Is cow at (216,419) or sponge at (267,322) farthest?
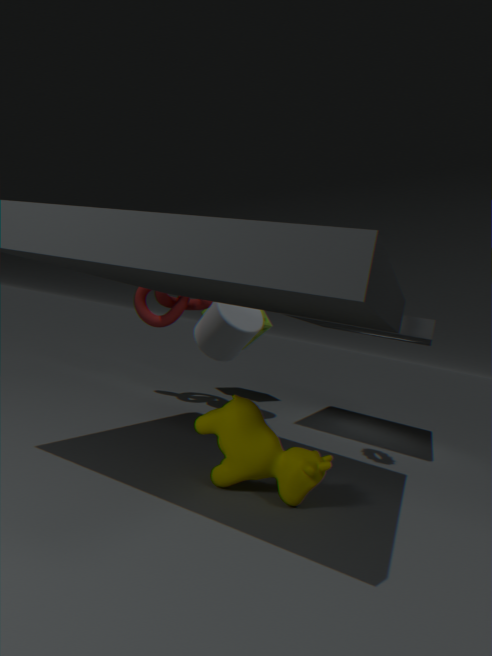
sponge at (267,322)
